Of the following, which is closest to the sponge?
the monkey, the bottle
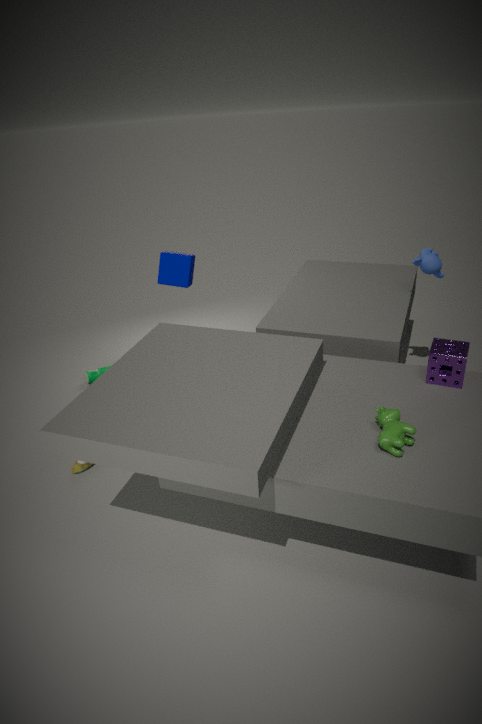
the monkey
